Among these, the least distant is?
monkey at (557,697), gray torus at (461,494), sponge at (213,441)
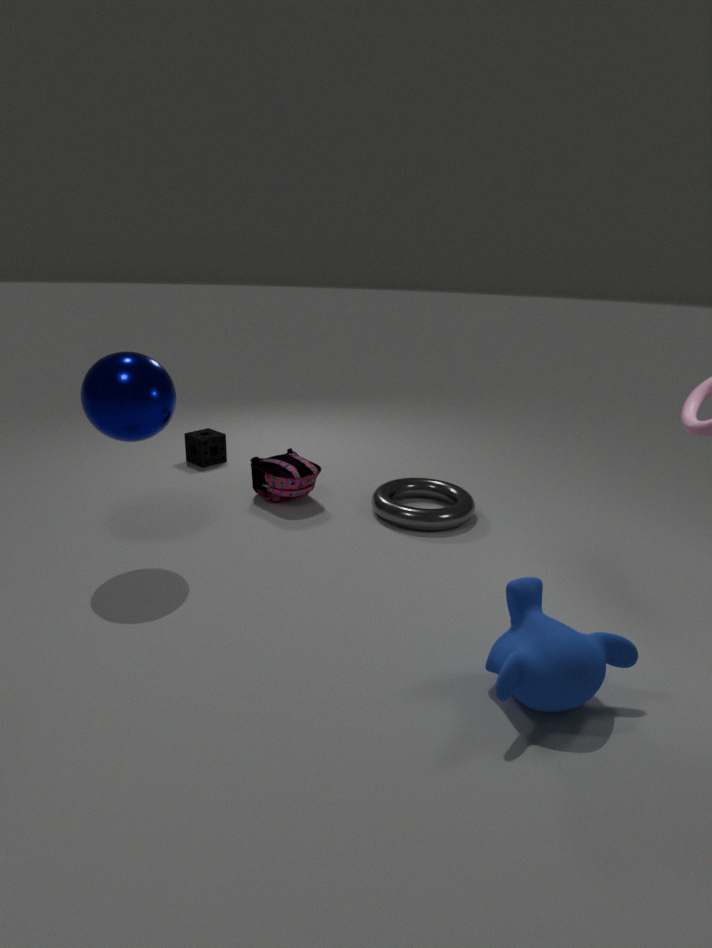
monkey at (557,697)
